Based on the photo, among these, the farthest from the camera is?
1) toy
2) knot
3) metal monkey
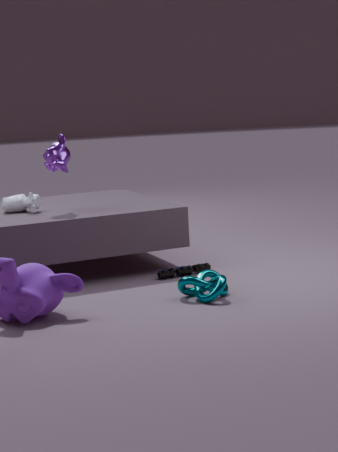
3. metal monkey
